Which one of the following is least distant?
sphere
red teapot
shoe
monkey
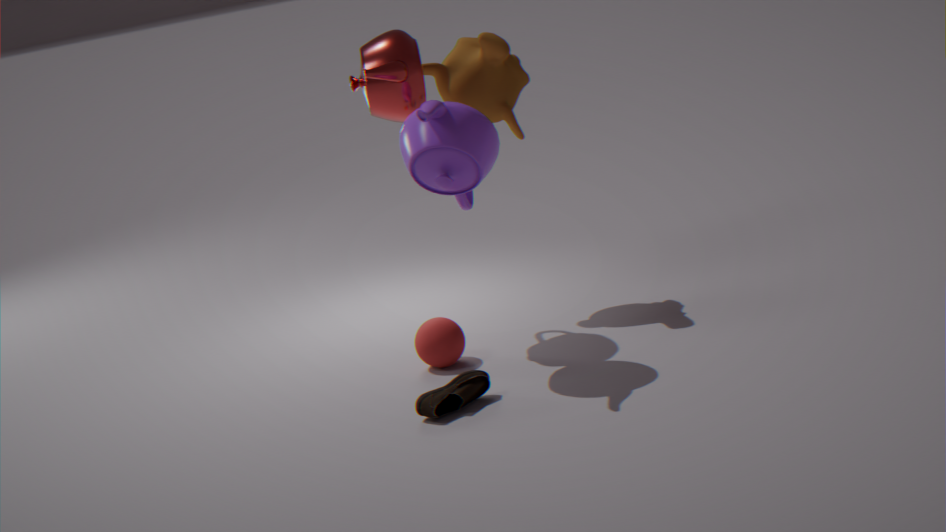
shoe
